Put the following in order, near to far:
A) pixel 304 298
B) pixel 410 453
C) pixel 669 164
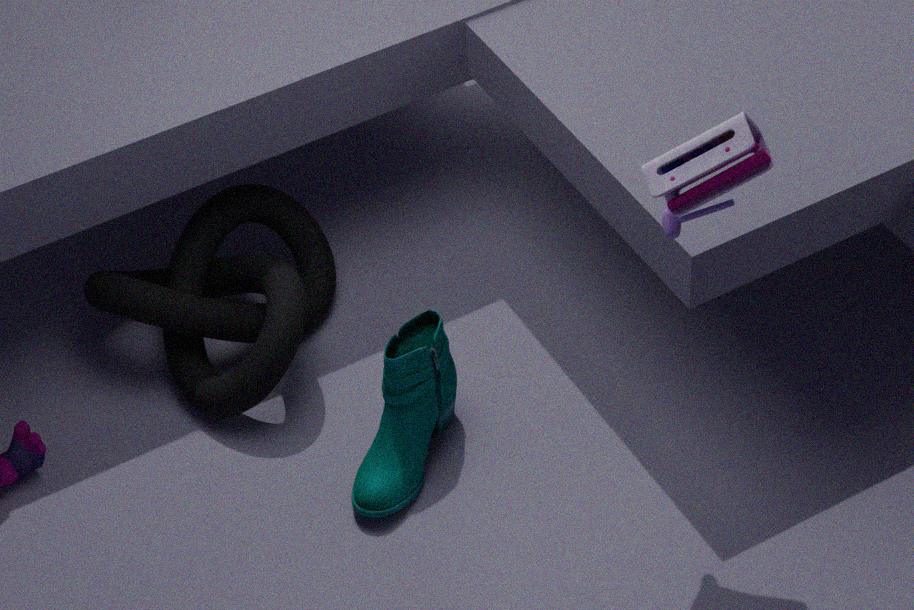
pixel 669 164
pixel 410 453
pixel 304 298
